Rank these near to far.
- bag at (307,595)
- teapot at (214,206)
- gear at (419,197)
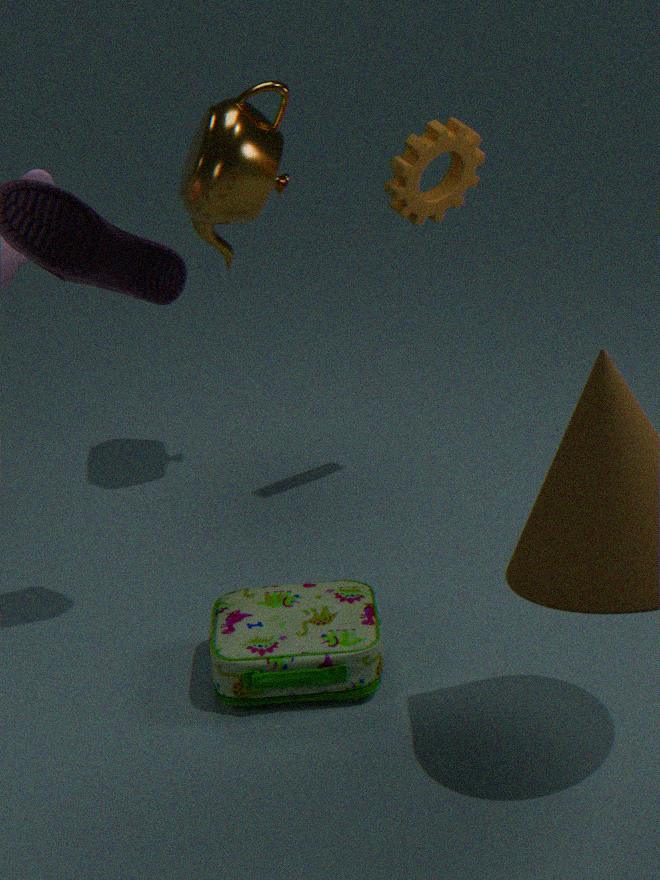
1. bag at (307,595)
2. gear at (419,197)
3. teapot at (214,206)
